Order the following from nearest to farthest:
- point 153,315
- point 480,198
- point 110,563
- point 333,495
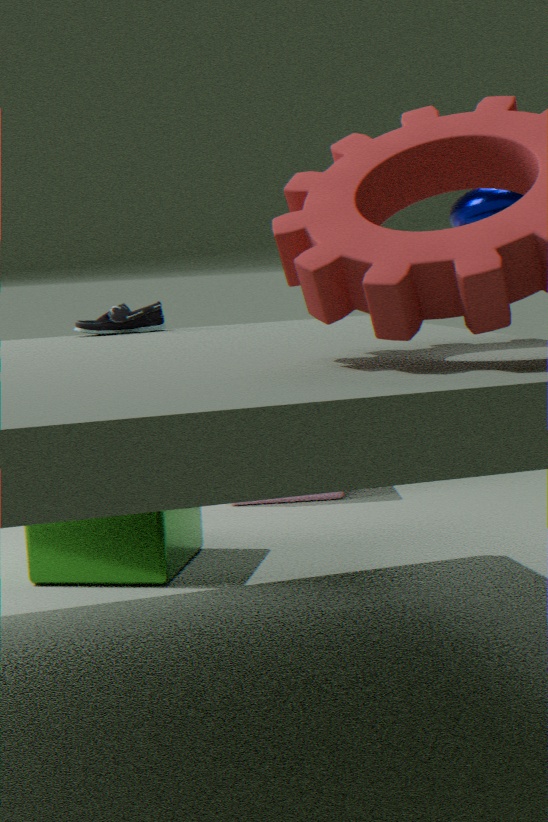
point 480,198 → point 153,315 → point 110,563 → point 333,495
